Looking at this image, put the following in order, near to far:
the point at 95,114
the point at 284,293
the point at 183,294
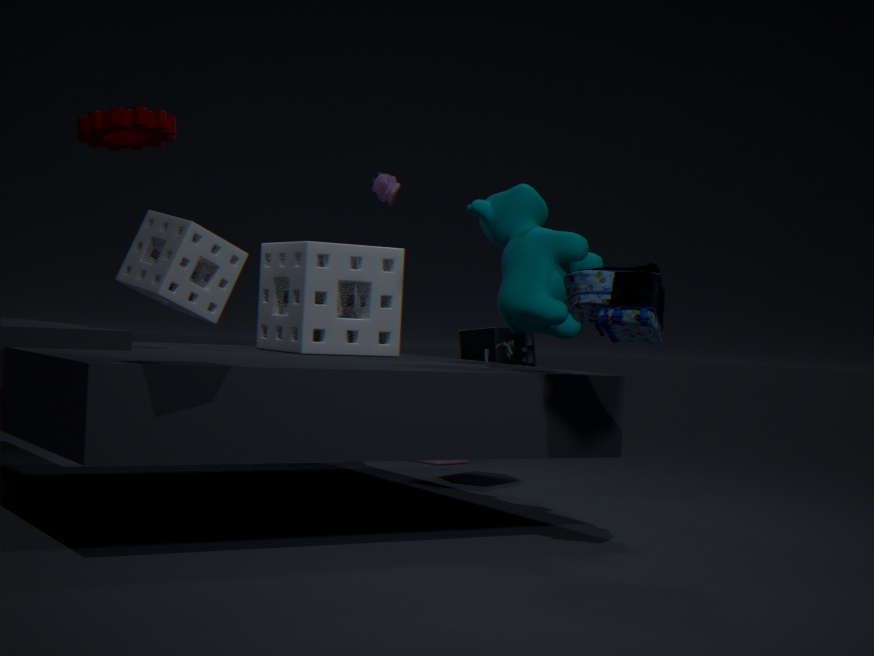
the point at 183,294, the point at 95,114, the point at 284,293
